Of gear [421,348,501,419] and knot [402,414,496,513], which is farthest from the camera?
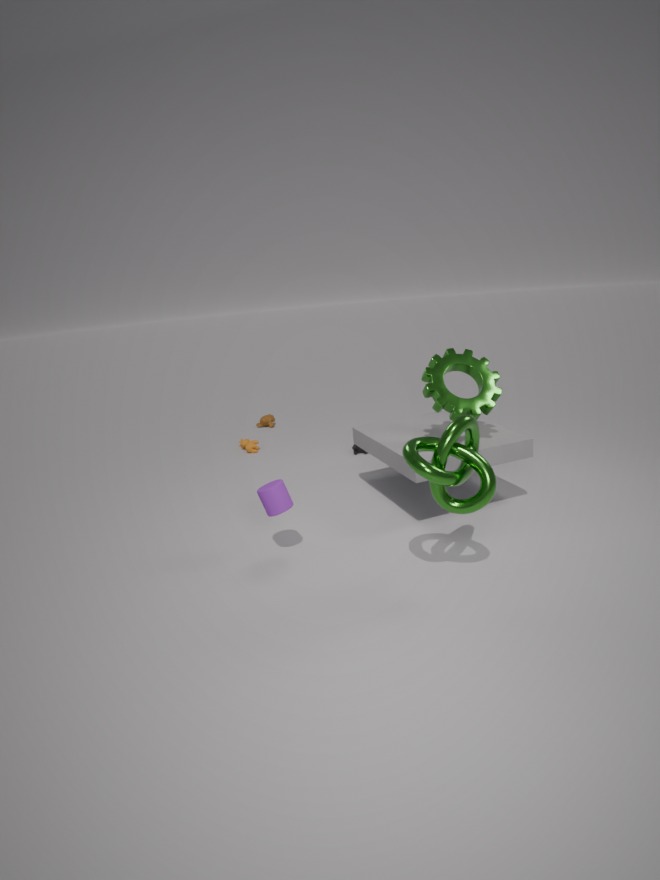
gear [421,348,501,419]
